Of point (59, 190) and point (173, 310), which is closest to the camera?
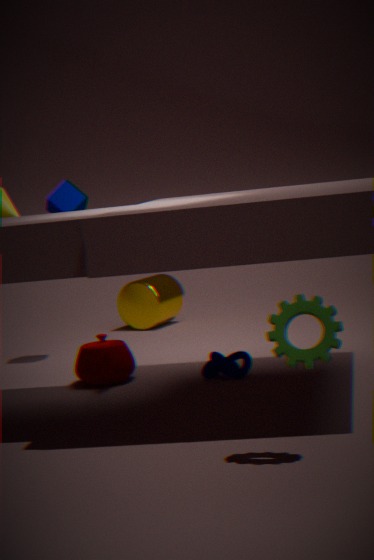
point (59, 190)
